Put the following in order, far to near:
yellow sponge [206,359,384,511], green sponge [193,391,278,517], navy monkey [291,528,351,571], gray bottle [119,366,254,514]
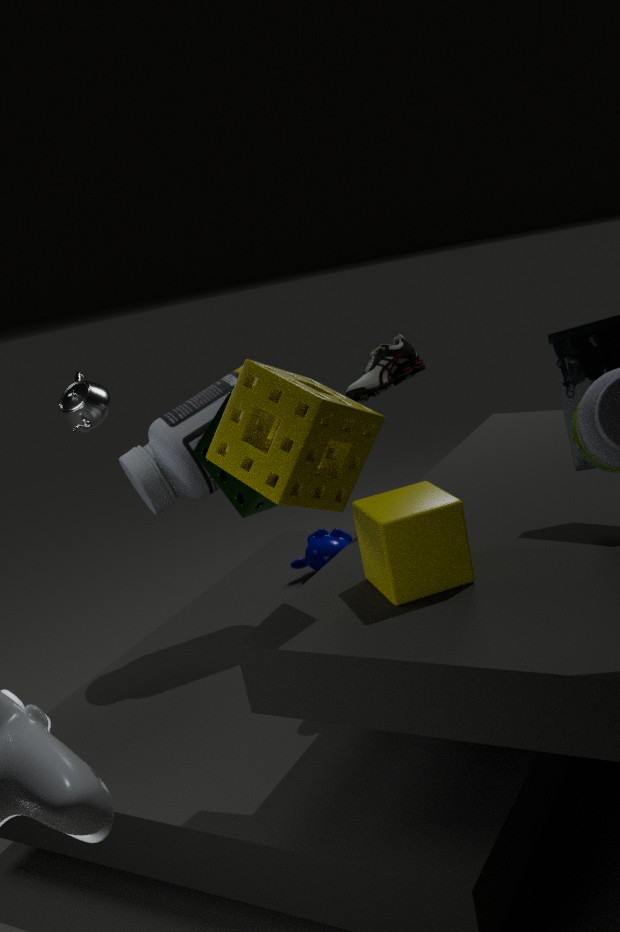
navy monkey [291,528,351,571] → gray bottle [119,366,254,514] → green sponge [193,391,278,517] → yellow sponge [206,359,384,511]
